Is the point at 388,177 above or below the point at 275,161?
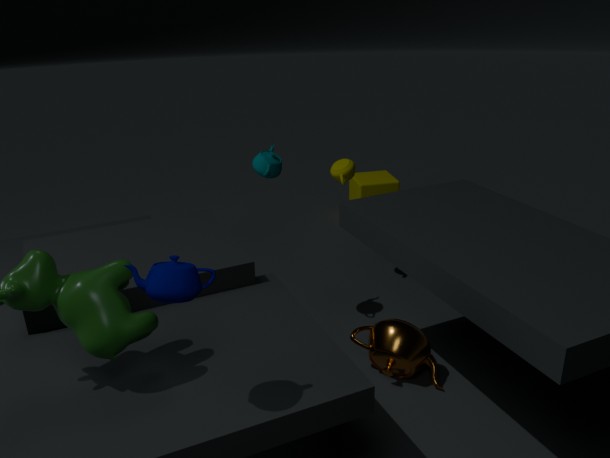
below
